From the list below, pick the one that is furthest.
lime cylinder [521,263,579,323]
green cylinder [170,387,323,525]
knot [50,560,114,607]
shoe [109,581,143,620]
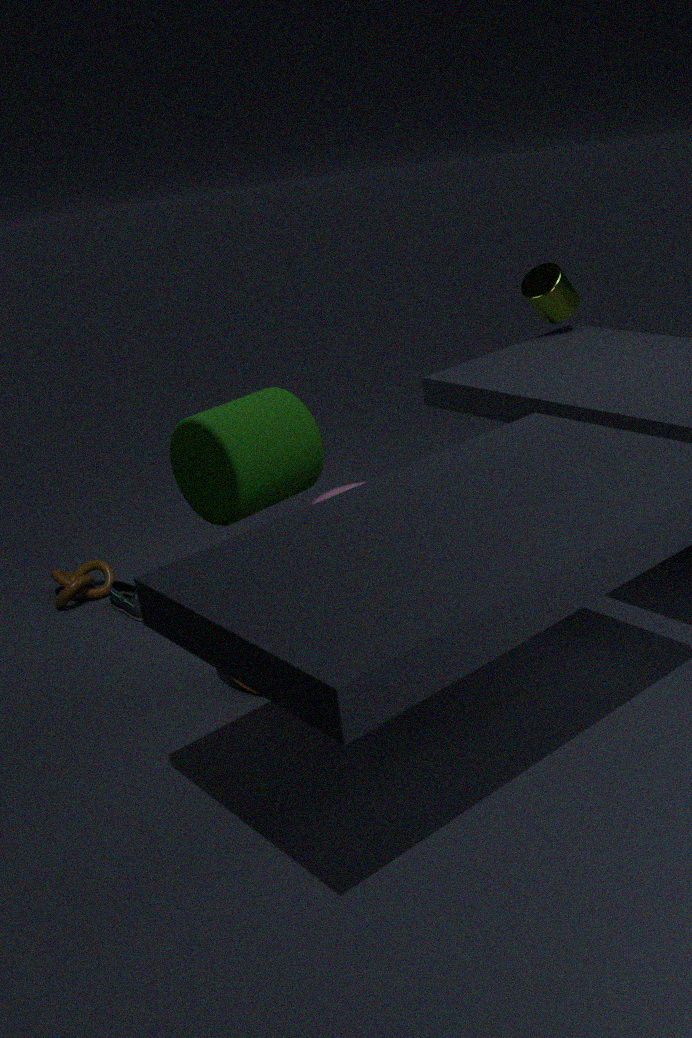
lime cylinder [521,263,579,323]
